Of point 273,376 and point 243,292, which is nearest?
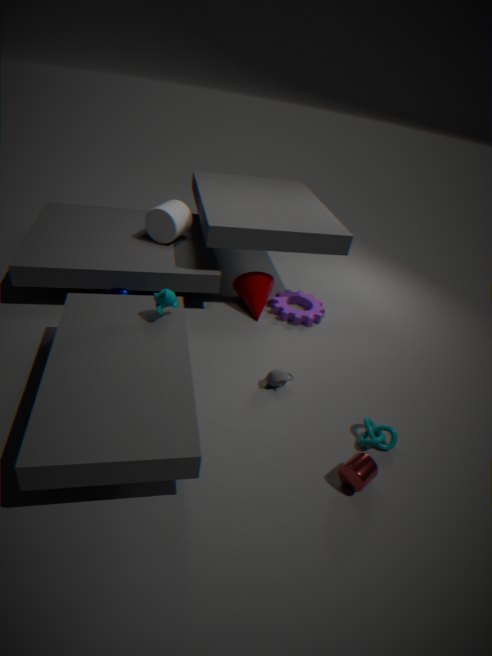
point 273,376
